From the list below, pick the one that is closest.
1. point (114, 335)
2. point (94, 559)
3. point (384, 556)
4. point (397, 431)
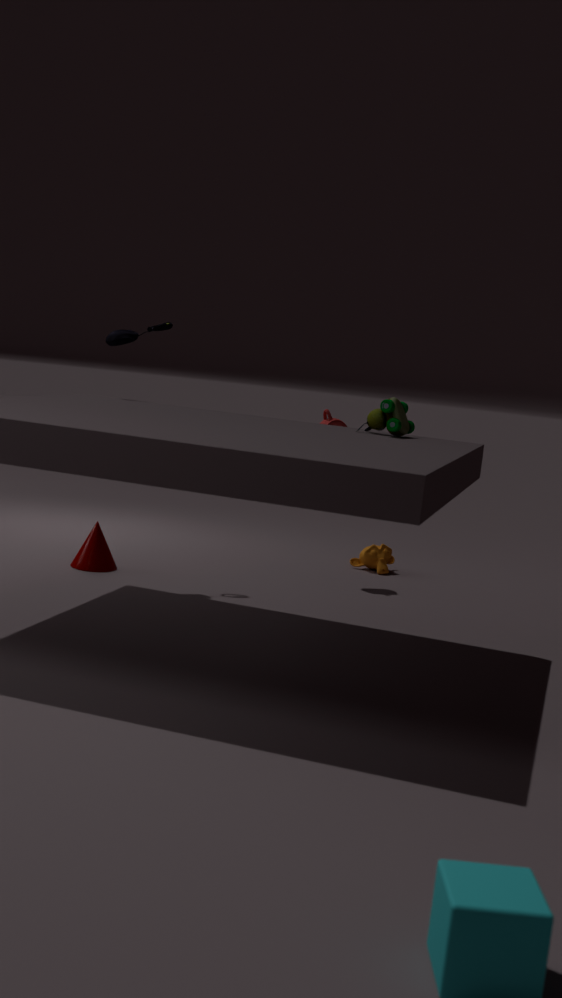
point (397, 431)
